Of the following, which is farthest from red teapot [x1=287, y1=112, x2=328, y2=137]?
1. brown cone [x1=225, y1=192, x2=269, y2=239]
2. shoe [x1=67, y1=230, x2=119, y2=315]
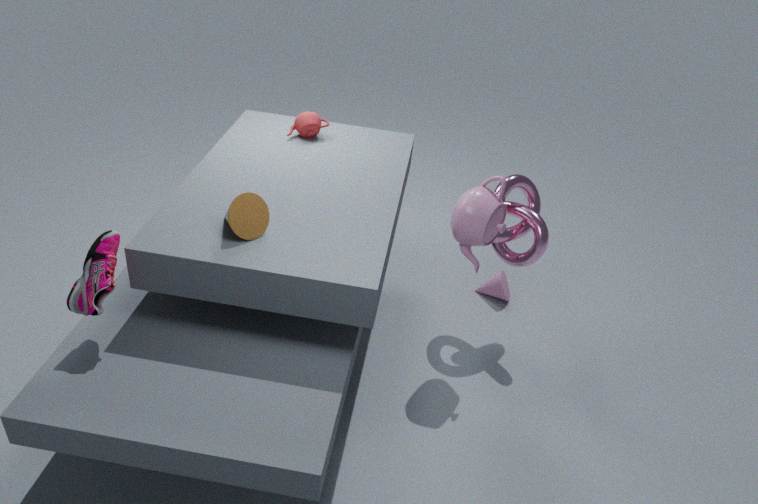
shoe [x1=67, y1=230, x2=119, y2=315]
